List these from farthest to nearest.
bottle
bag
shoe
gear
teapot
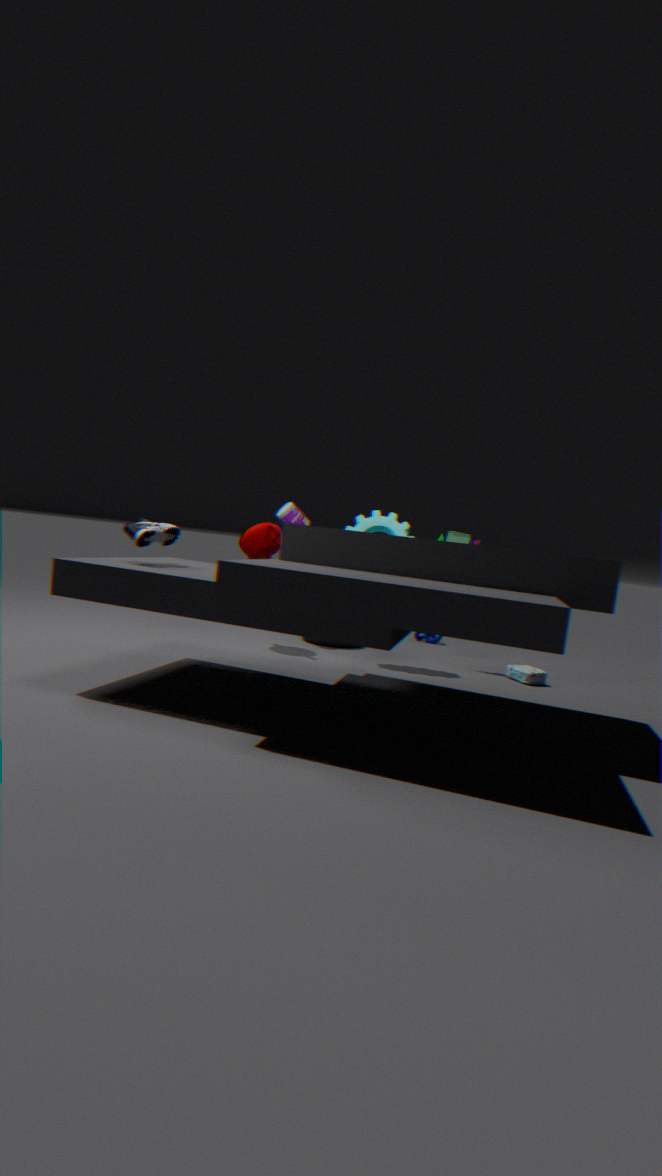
bottle, teapot, gear, bag, shoe
